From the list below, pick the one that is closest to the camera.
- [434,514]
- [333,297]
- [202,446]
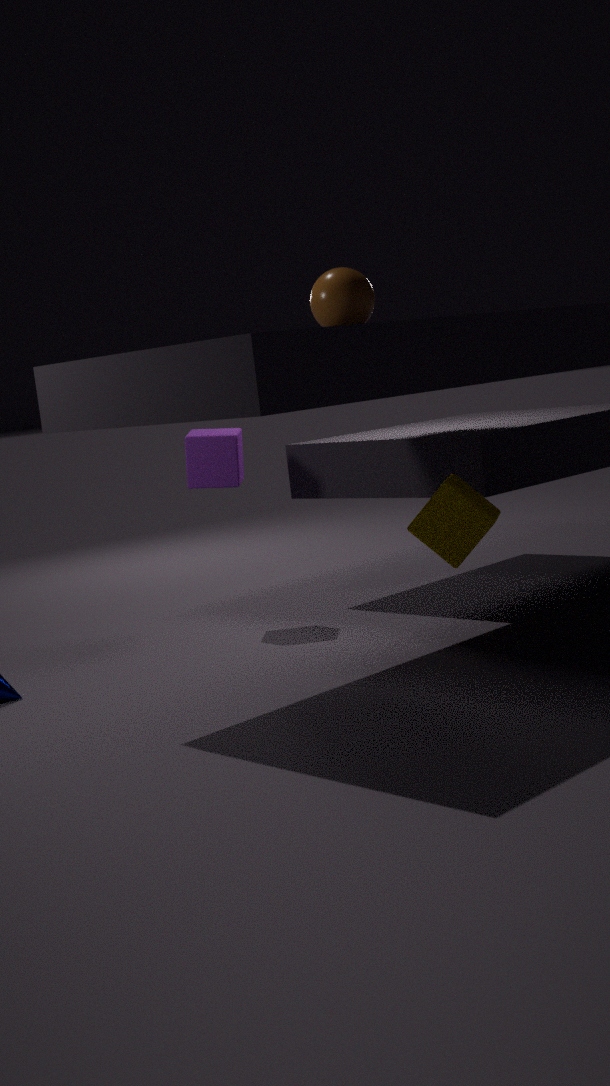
[333,297]
